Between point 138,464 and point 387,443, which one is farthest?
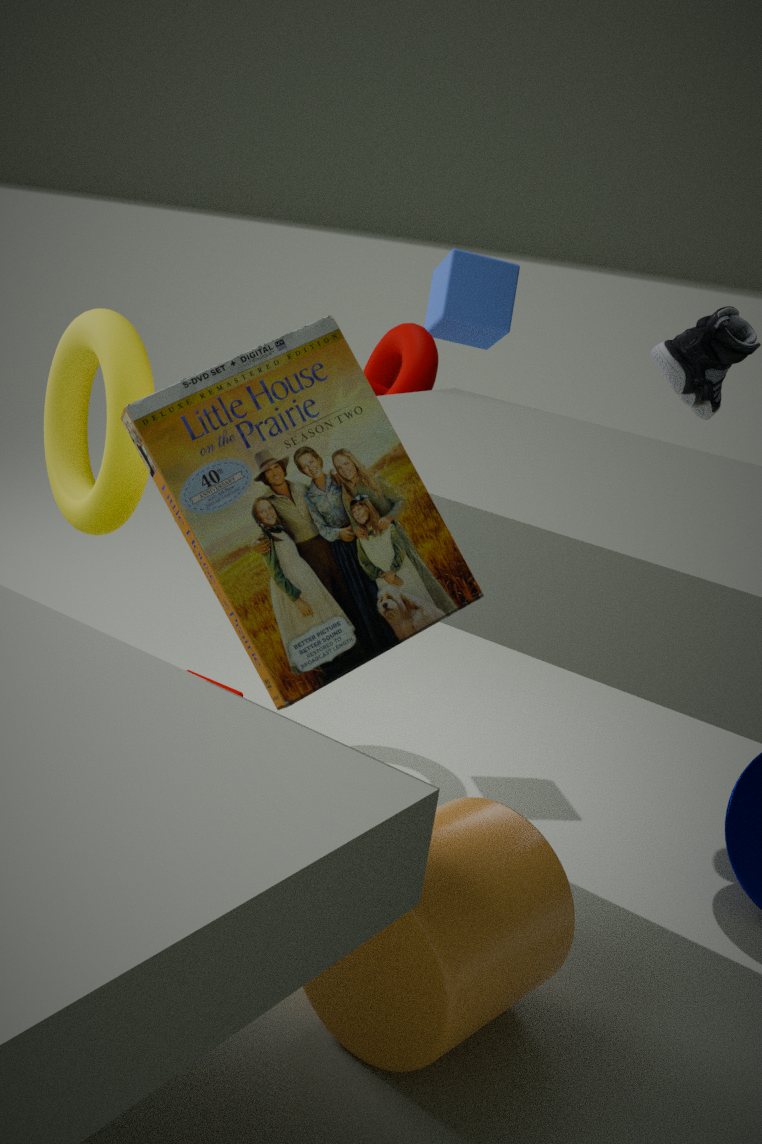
point 138,464
